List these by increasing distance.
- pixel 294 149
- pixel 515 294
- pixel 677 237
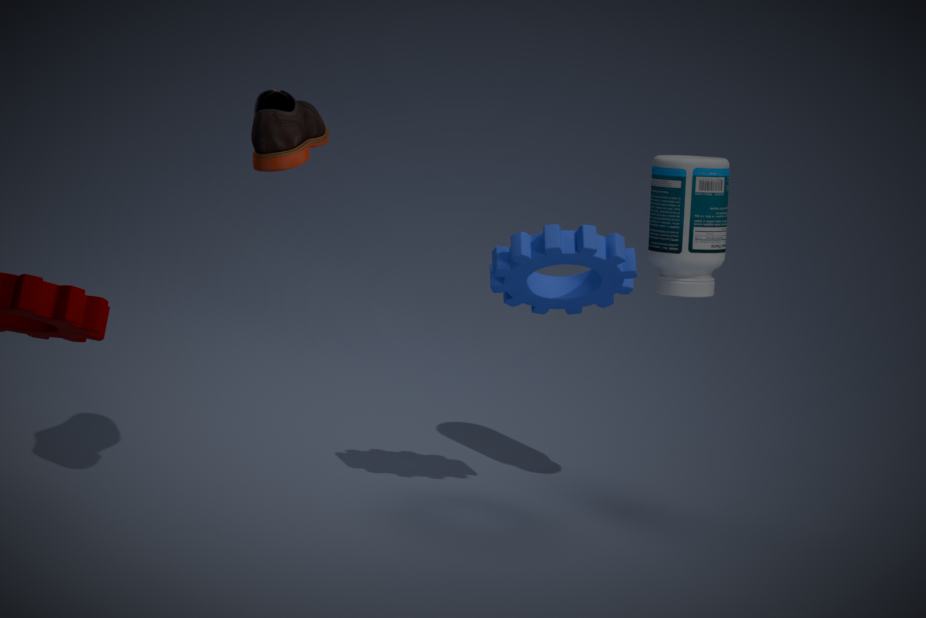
pixel 294 149 → pixel 515 294 → pixel 677 237
